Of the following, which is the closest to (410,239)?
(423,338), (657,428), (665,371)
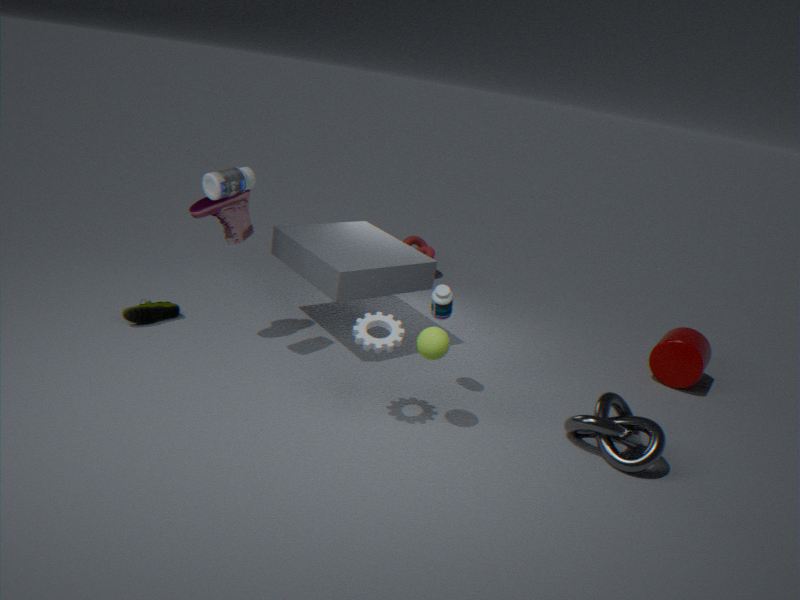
(665,371)
